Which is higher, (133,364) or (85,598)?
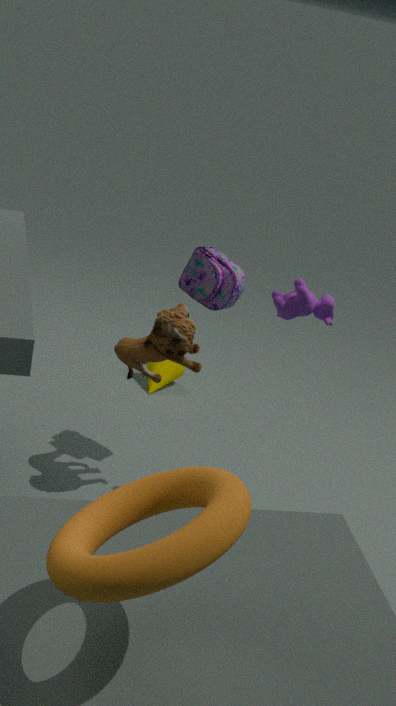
(85,598)
